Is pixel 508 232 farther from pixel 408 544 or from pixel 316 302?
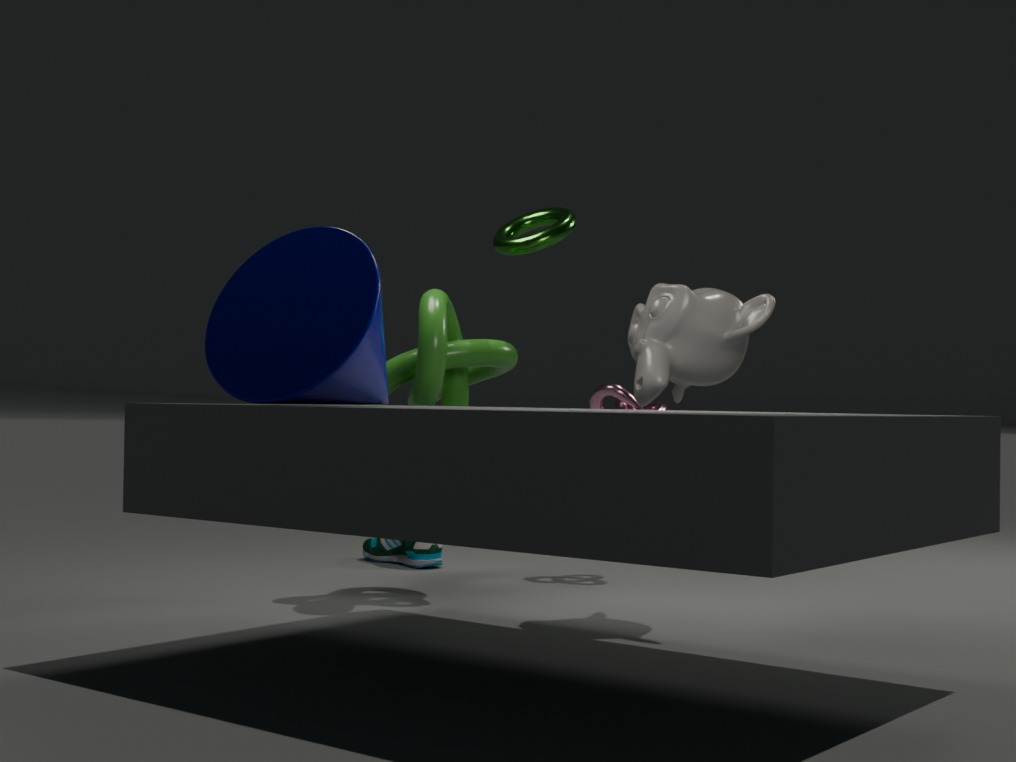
pixel 316 302
